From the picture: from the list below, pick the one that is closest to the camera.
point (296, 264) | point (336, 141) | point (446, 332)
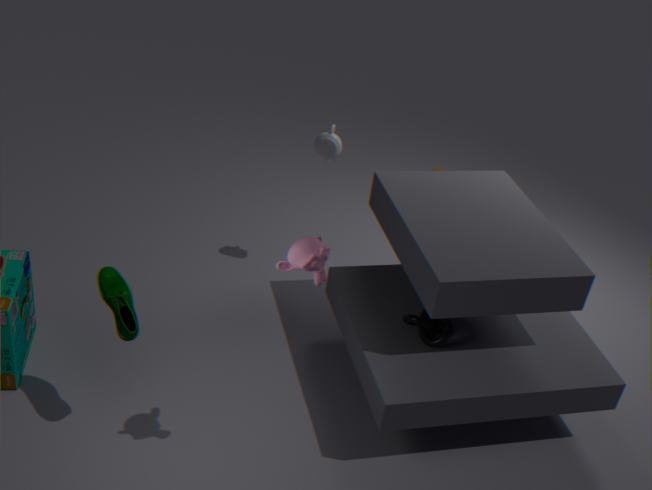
point (296, 264)
